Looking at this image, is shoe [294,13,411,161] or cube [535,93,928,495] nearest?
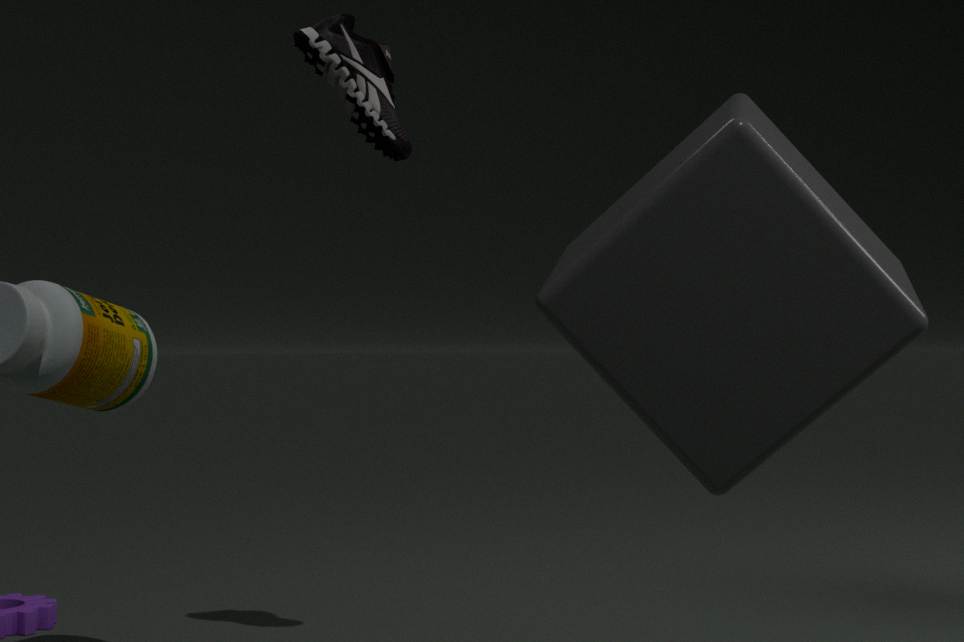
cube [535,93,928,495]
